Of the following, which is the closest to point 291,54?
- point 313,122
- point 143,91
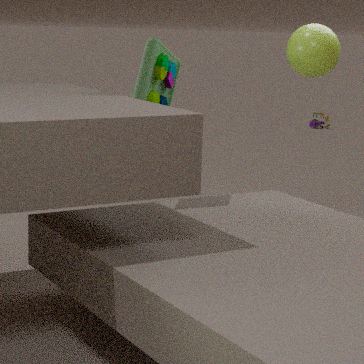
point 143,91
